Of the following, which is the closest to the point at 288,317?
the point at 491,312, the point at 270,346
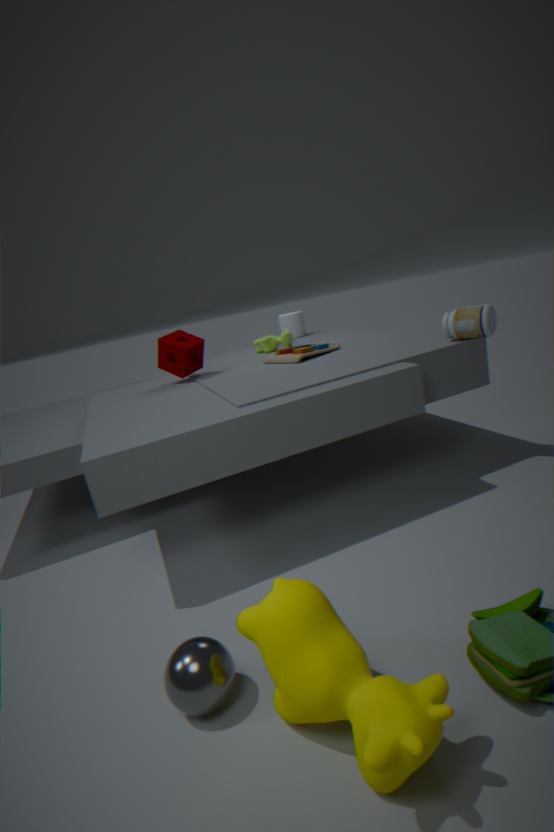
the point at 270,346
